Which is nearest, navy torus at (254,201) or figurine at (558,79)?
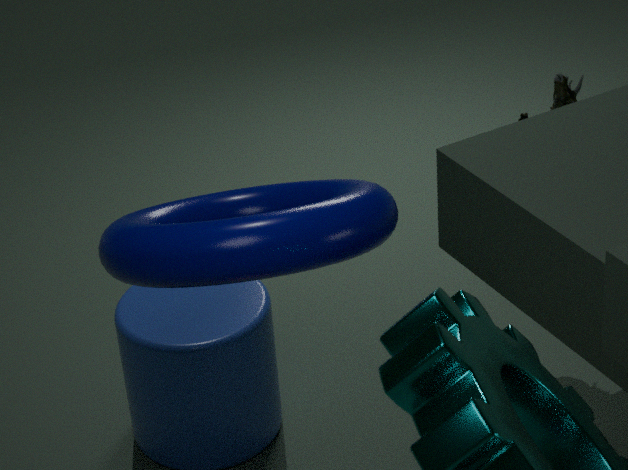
navy torus at (254,201)
